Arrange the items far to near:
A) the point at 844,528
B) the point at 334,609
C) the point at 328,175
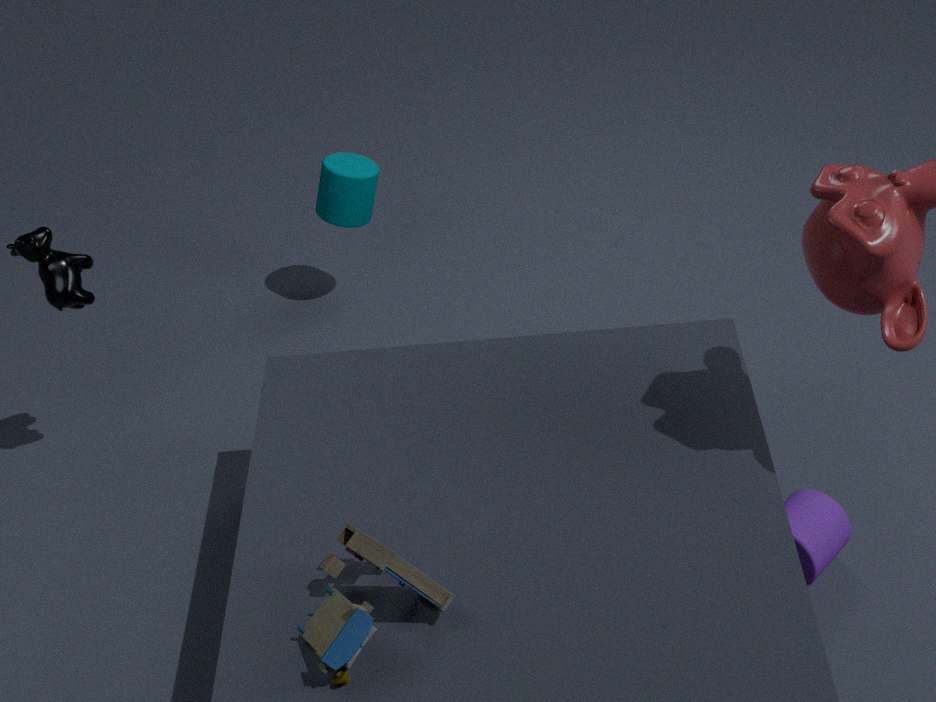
the point at 328,175 → the point at 844,528 → the point at 334,609
